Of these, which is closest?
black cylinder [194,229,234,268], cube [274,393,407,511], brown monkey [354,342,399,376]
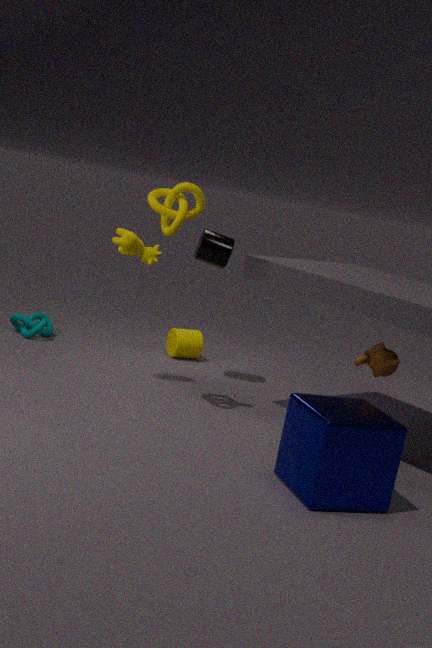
cube [274,393,407,511]
